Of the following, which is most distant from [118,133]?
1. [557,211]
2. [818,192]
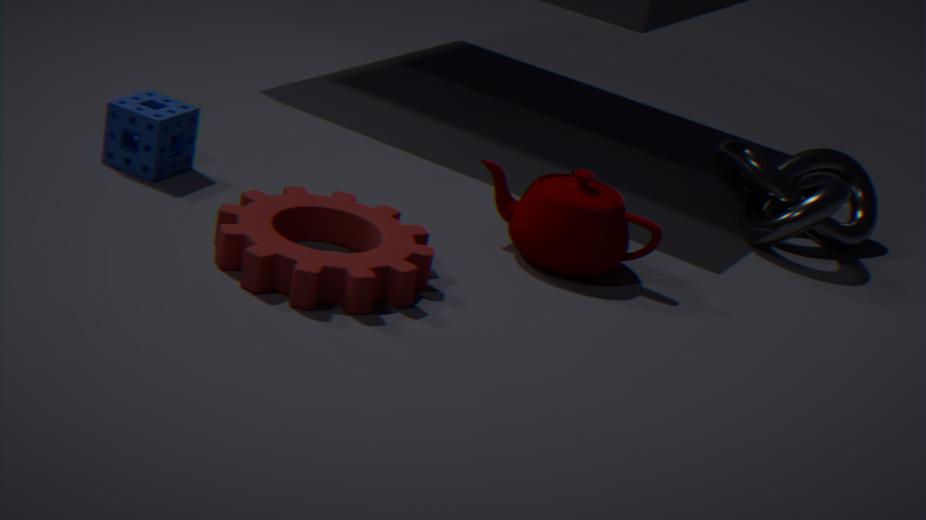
[818,192]
